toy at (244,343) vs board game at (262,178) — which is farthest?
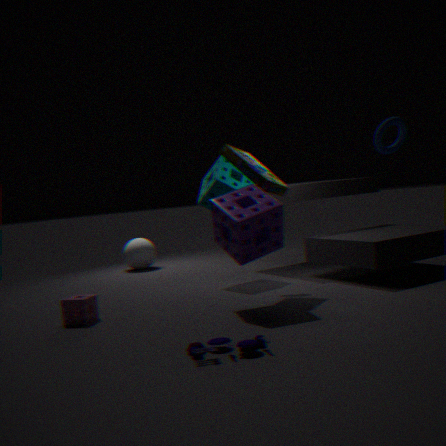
board game at (262,178)
